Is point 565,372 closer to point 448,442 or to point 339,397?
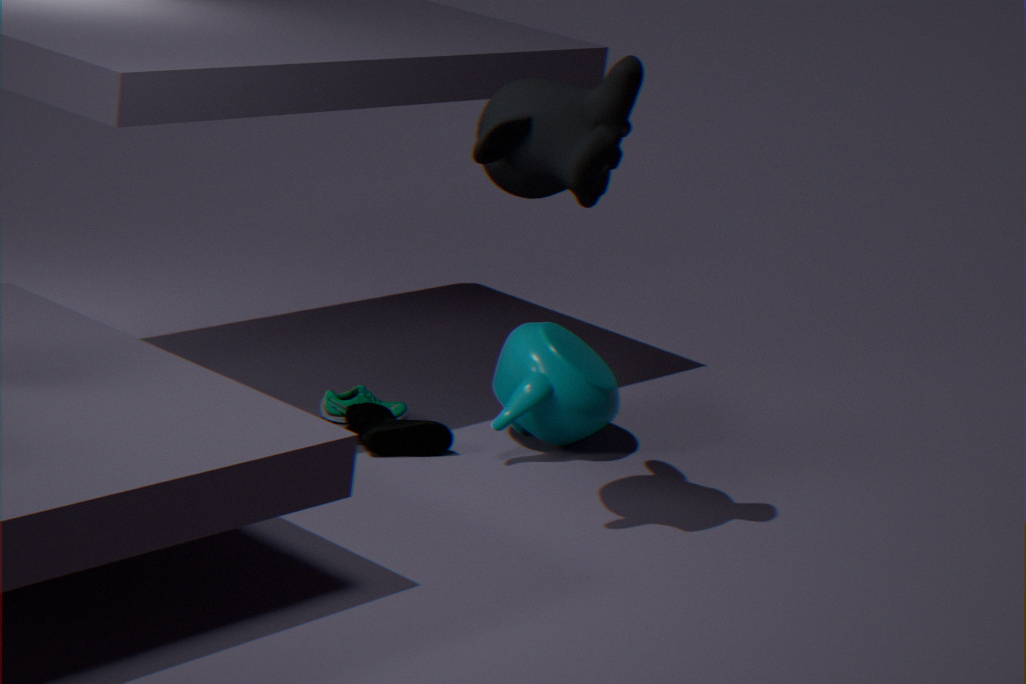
point 448,442
